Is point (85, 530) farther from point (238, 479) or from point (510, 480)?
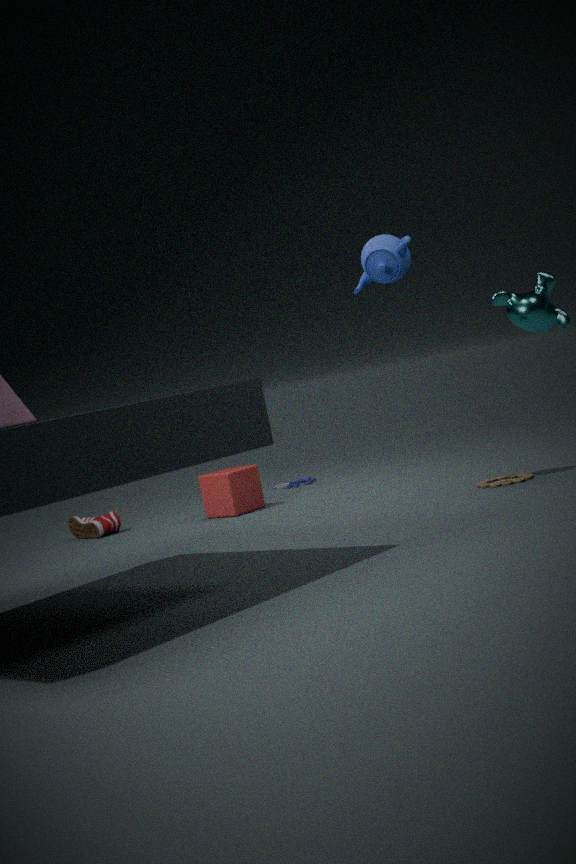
point (510, 480)
